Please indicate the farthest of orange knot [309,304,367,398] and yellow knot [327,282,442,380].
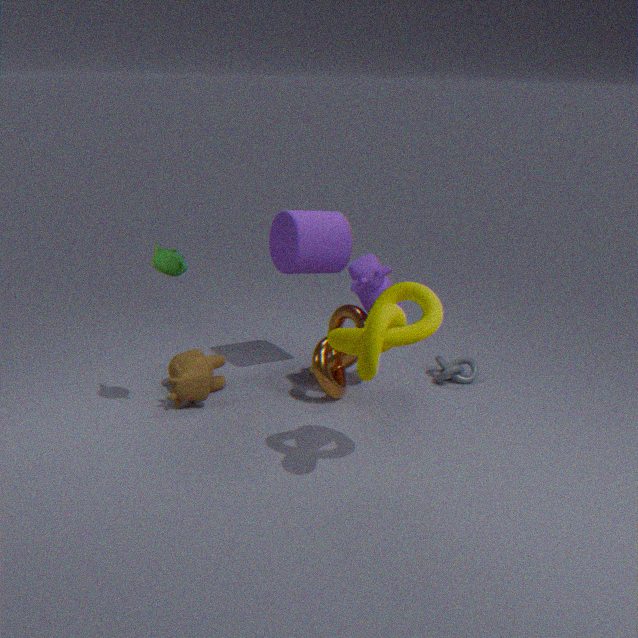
orange knot [309,304,367,398]
